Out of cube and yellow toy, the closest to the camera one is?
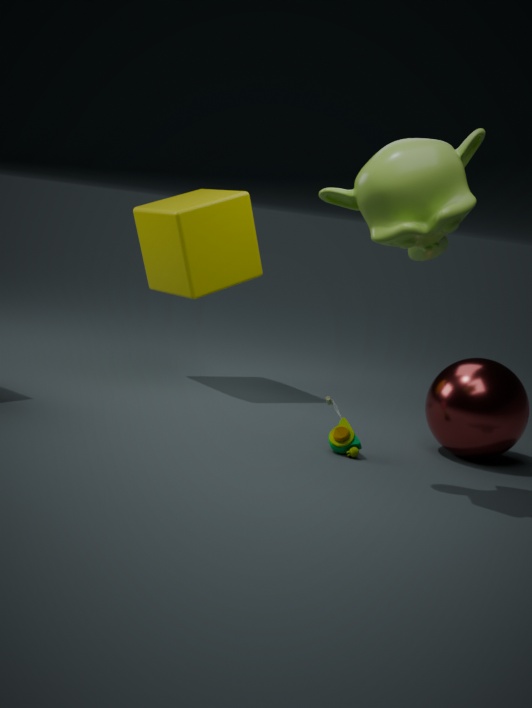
yellow toy
